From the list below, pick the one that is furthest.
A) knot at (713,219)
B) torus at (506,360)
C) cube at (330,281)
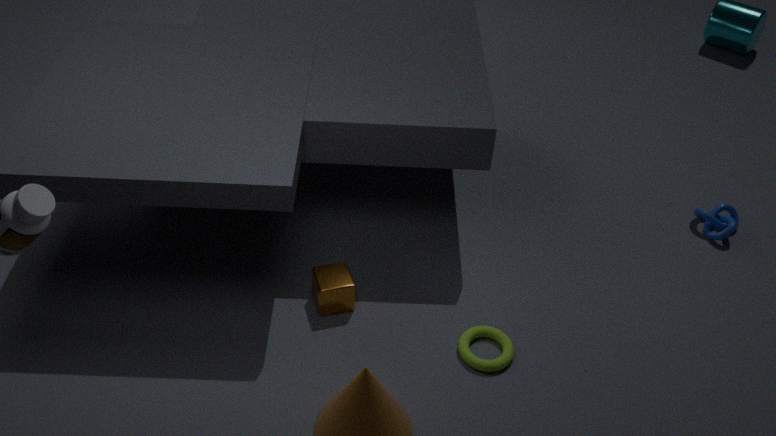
knot at (713,219)
